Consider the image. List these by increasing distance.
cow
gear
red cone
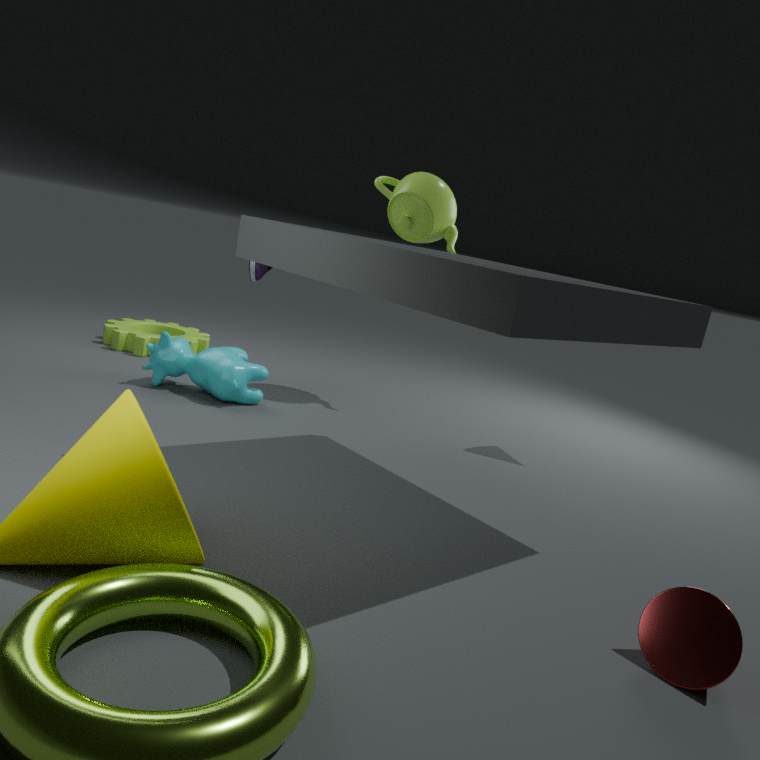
1. red cone
2. cow
3. gear
